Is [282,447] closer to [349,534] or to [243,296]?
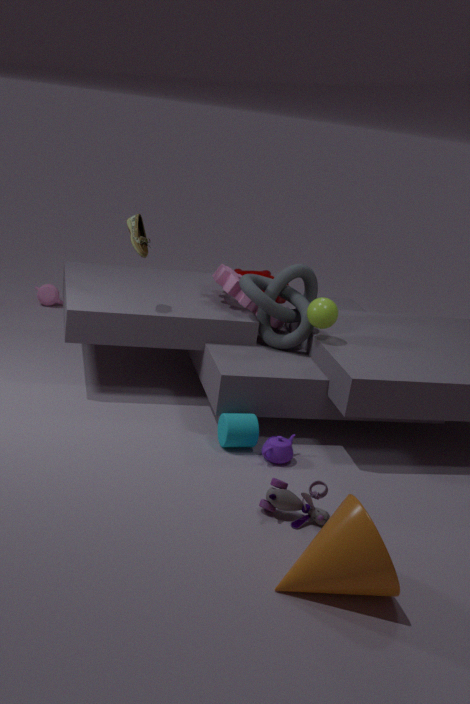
[349,534]
